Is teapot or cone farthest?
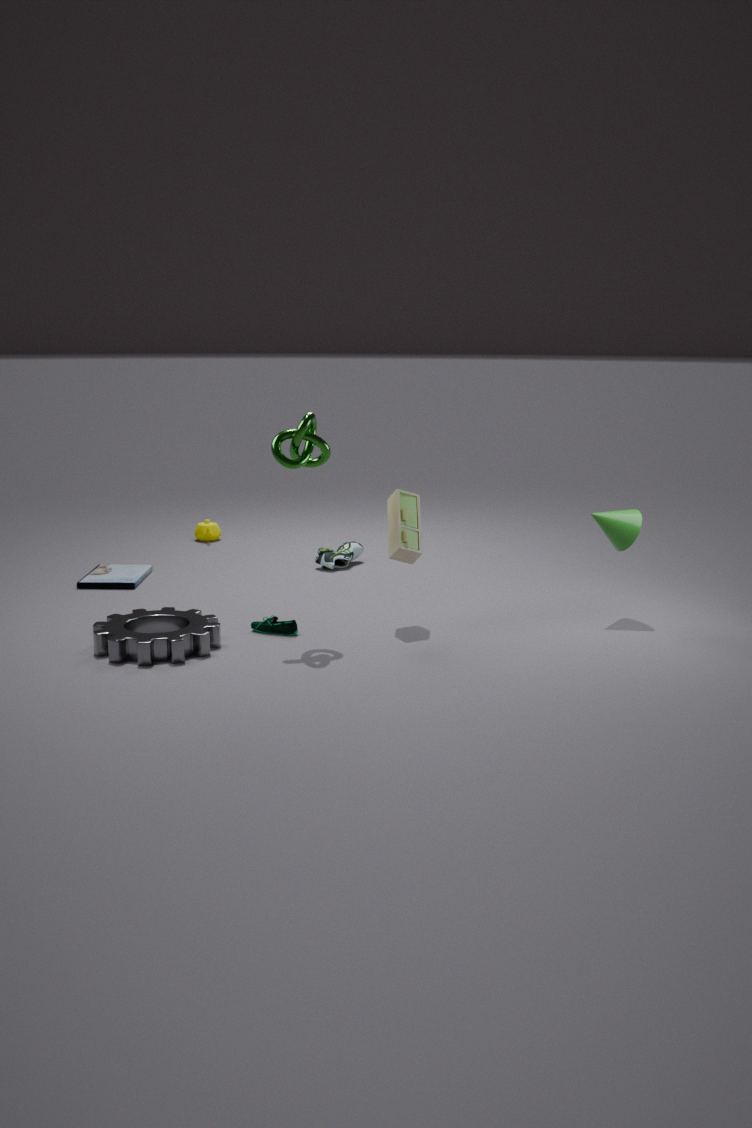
teapot
